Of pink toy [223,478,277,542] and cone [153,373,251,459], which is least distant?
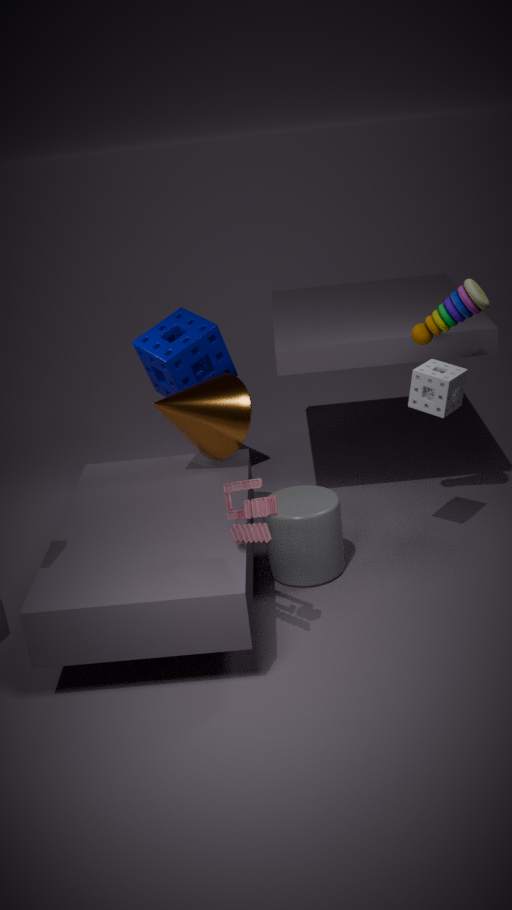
pink toy [223,478,277,542]
